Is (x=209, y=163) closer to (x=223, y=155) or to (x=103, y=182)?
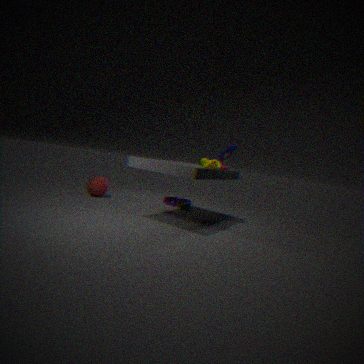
(x=223, y=155)
